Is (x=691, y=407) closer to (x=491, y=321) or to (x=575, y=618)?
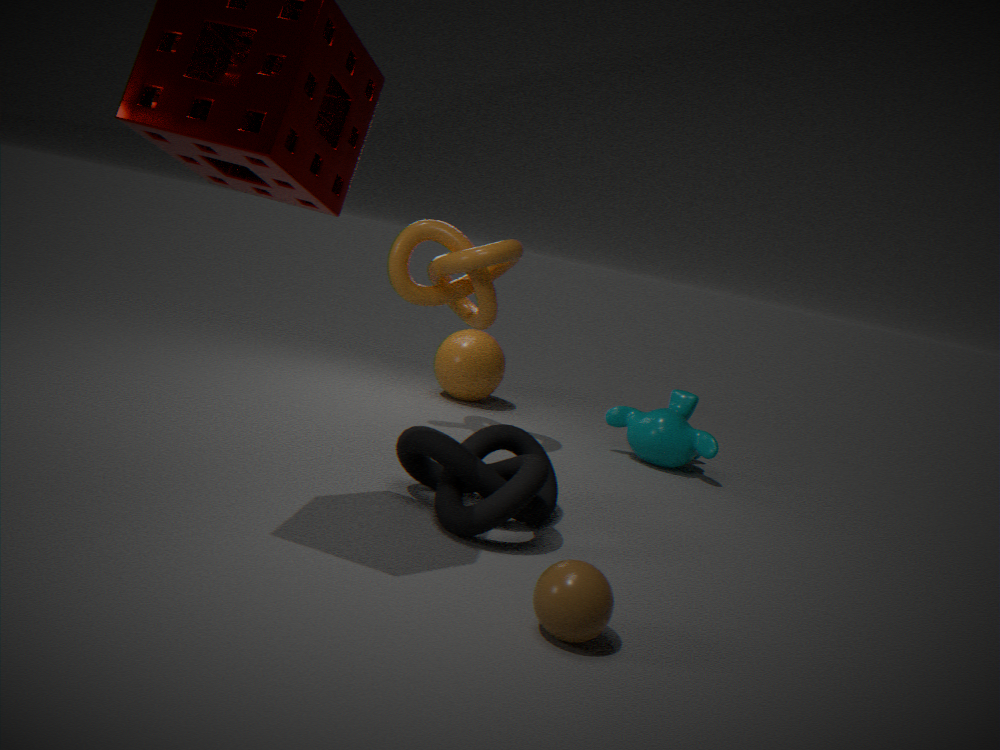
(x=491, y=321)
